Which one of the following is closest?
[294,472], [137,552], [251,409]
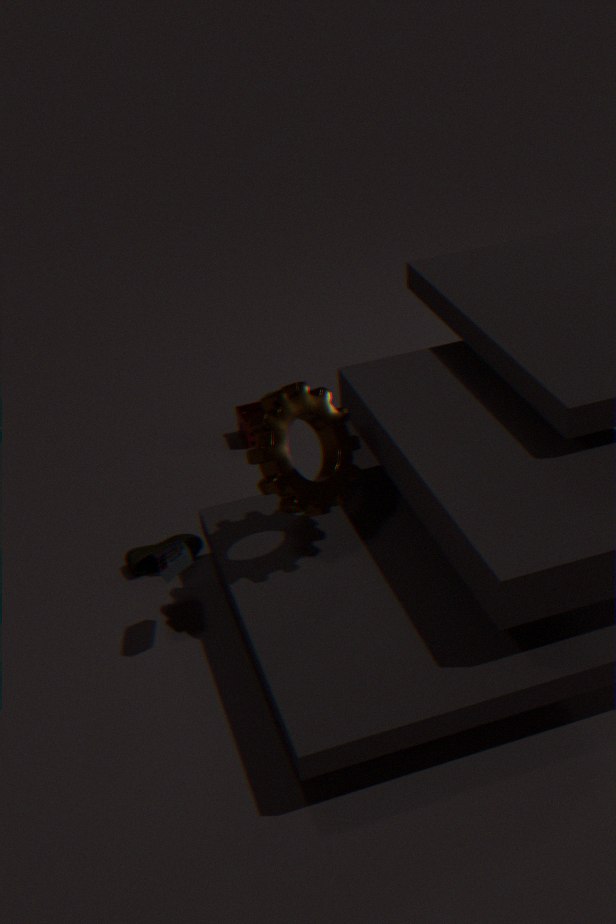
[294,472]
